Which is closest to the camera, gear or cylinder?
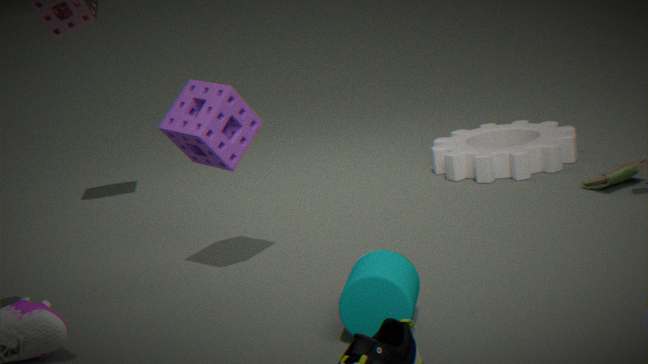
cylinder
